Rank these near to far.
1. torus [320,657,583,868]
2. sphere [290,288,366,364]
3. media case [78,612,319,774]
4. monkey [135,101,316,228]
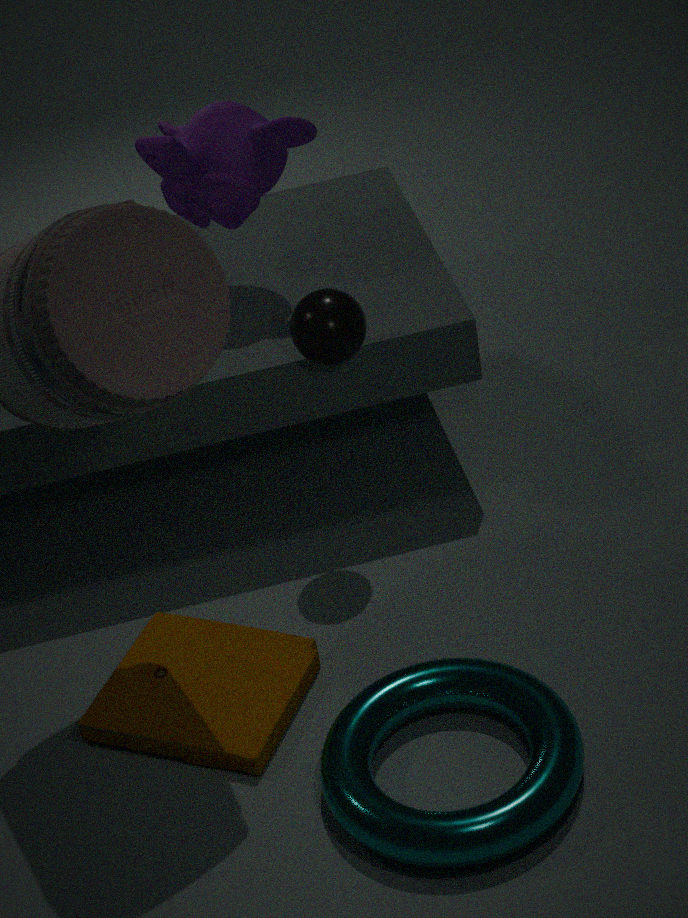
torus [320,657,583,868] < media case [78,612,319,774] < sphere [290,288,366,364] < monkey [135,101,316,228]
